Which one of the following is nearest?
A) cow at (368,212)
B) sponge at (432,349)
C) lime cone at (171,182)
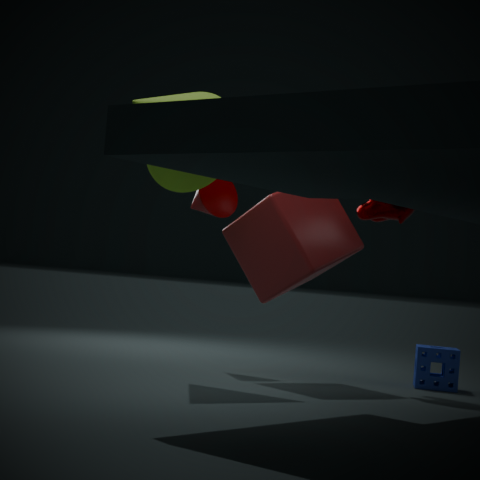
lime cone at (171,182)
